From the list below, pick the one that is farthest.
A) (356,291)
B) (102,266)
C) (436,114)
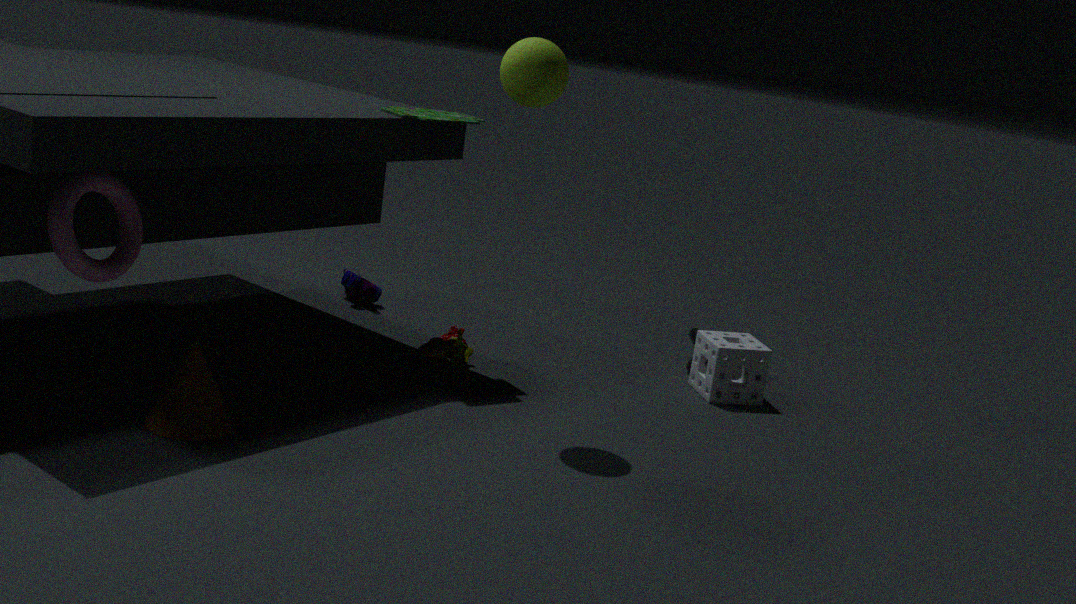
A. (356,291)
